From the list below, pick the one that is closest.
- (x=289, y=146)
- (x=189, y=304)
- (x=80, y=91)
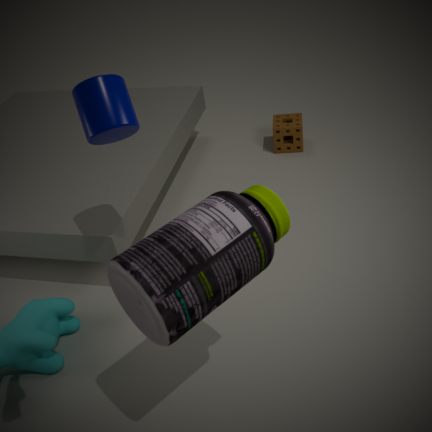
(x=189, y=304)
